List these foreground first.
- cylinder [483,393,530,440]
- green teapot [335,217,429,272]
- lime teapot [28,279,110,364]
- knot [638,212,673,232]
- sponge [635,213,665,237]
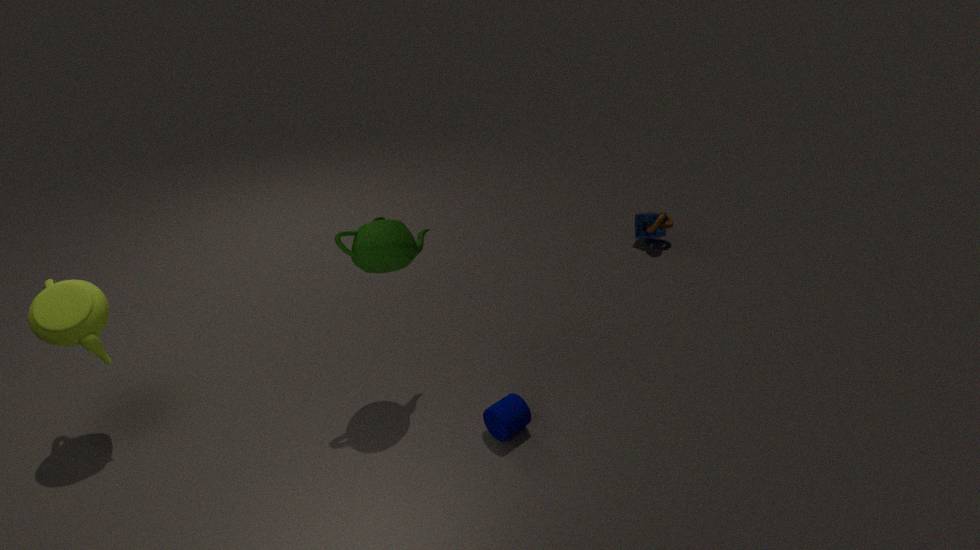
lime teapot [28,279,110,364] → green teapot [335,217,429,272] → cylinder [483,393,530,440] → knot [638,212,673,232] → sponge [635,213,665,237]
